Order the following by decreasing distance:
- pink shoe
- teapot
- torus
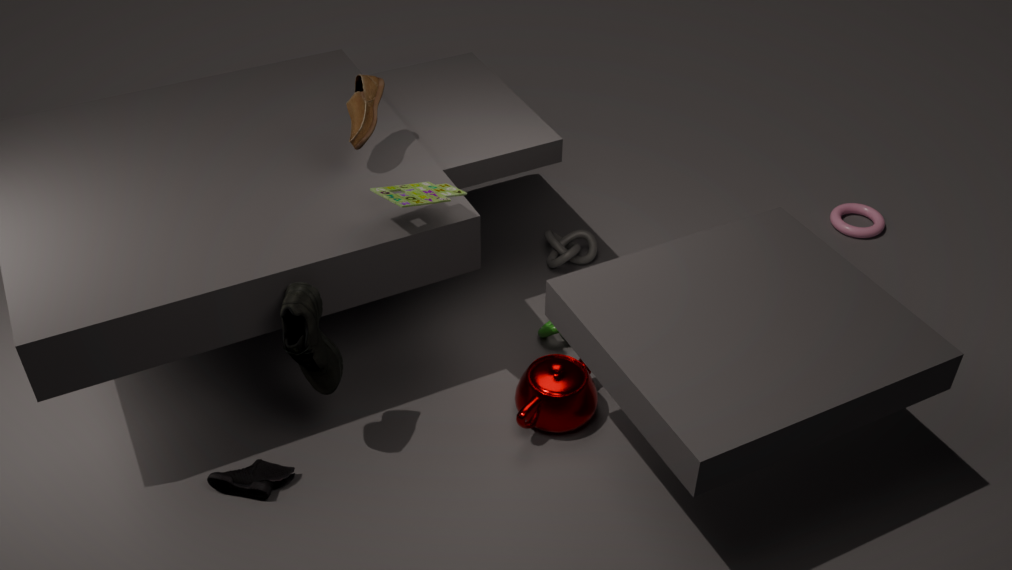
torus
teapot
pink shoe
